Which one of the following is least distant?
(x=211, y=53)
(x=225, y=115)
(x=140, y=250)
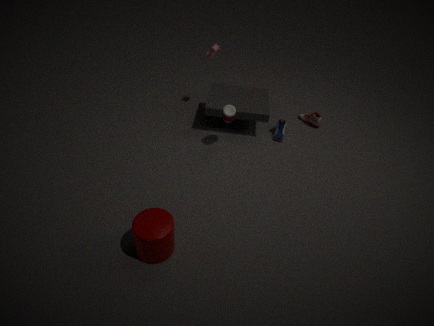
(x=140, y=250)
